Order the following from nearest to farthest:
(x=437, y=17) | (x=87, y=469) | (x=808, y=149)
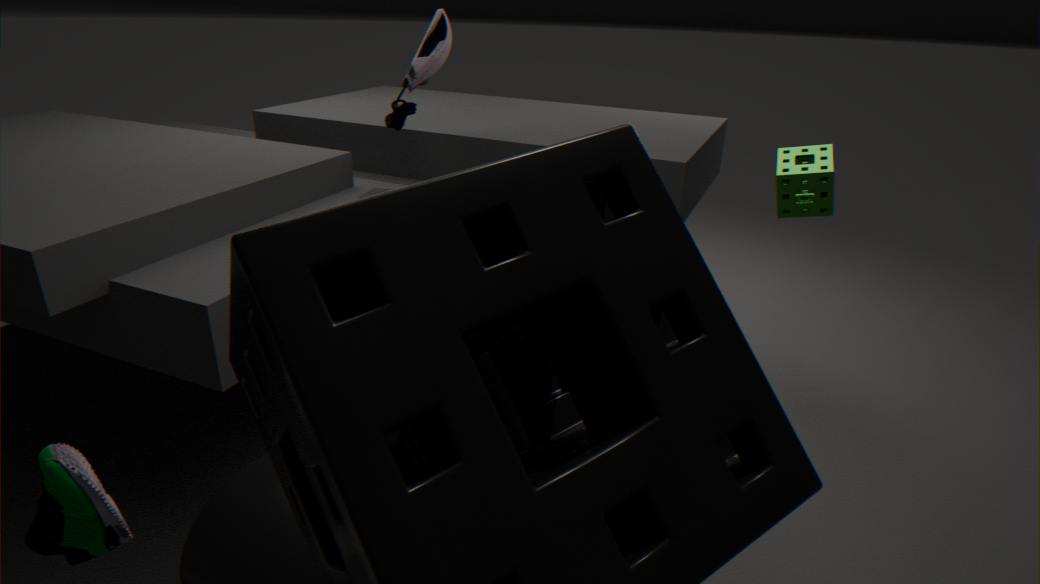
(x=87, y=469)
(x=437, y=17)
(x=808, y=149)
